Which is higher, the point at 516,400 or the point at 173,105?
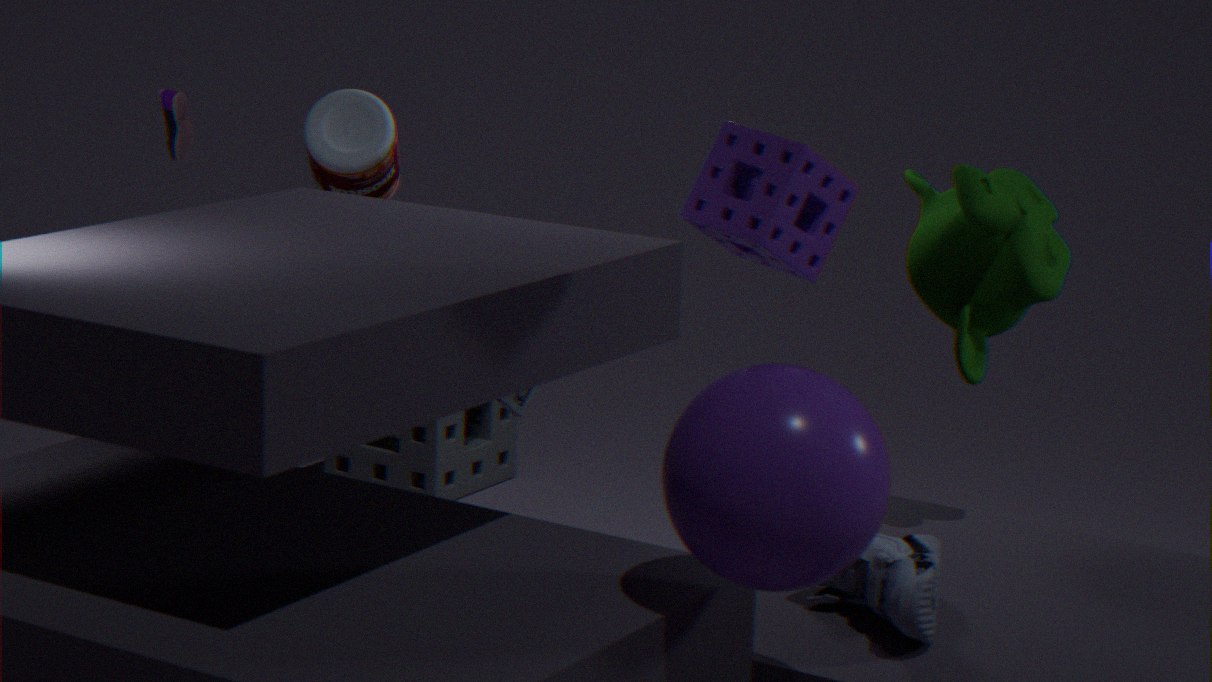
the point at 173,105
